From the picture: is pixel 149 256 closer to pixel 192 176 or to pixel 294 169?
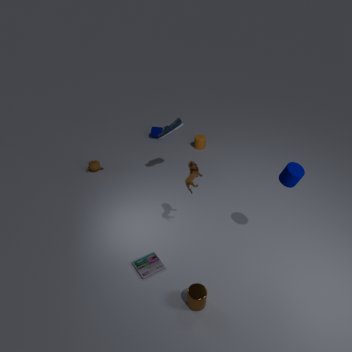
pixel 192 176
